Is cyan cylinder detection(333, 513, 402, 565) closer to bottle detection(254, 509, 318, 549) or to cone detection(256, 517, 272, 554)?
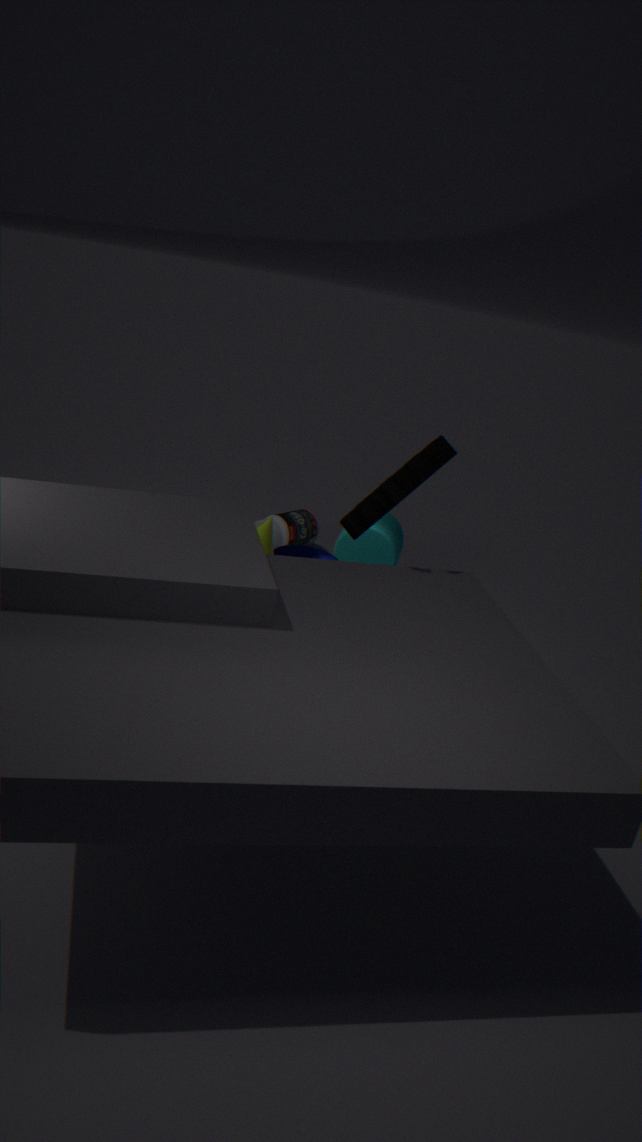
bottle detection(254, 509, 318, 549)
